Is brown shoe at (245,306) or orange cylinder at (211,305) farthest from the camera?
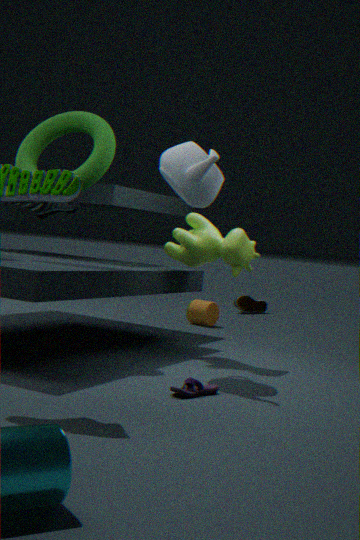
brown shoe at (245,306)
